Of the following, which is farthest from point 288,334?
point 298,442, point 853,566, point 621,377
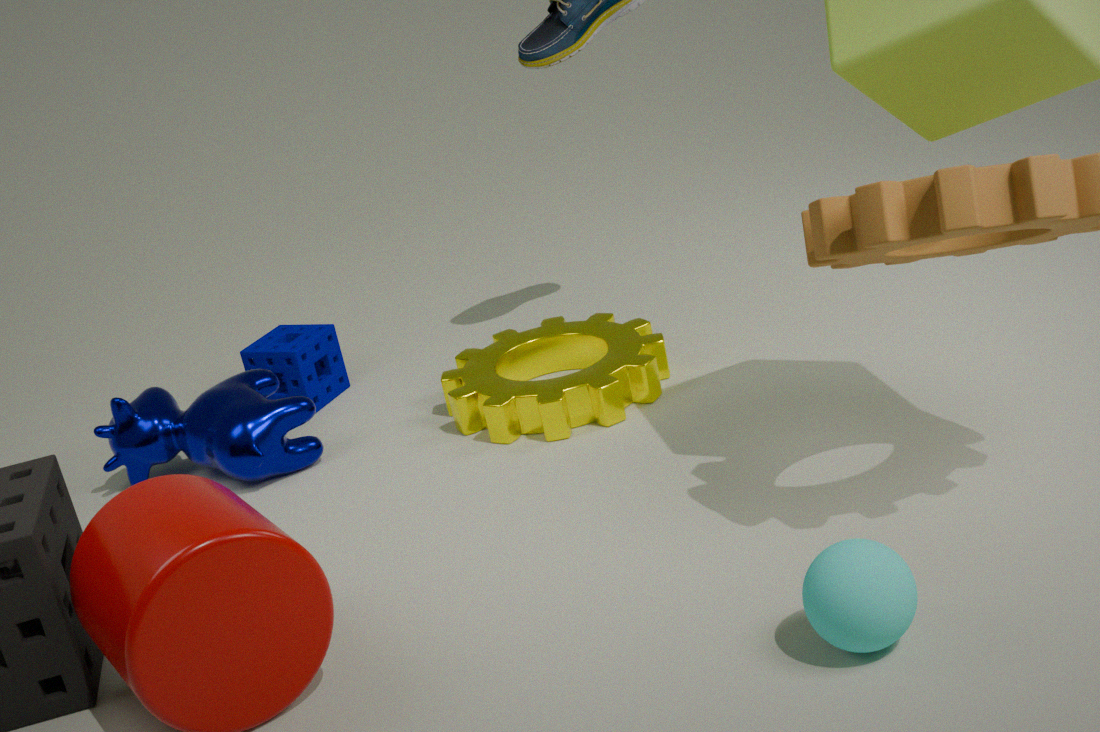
point 853,566
